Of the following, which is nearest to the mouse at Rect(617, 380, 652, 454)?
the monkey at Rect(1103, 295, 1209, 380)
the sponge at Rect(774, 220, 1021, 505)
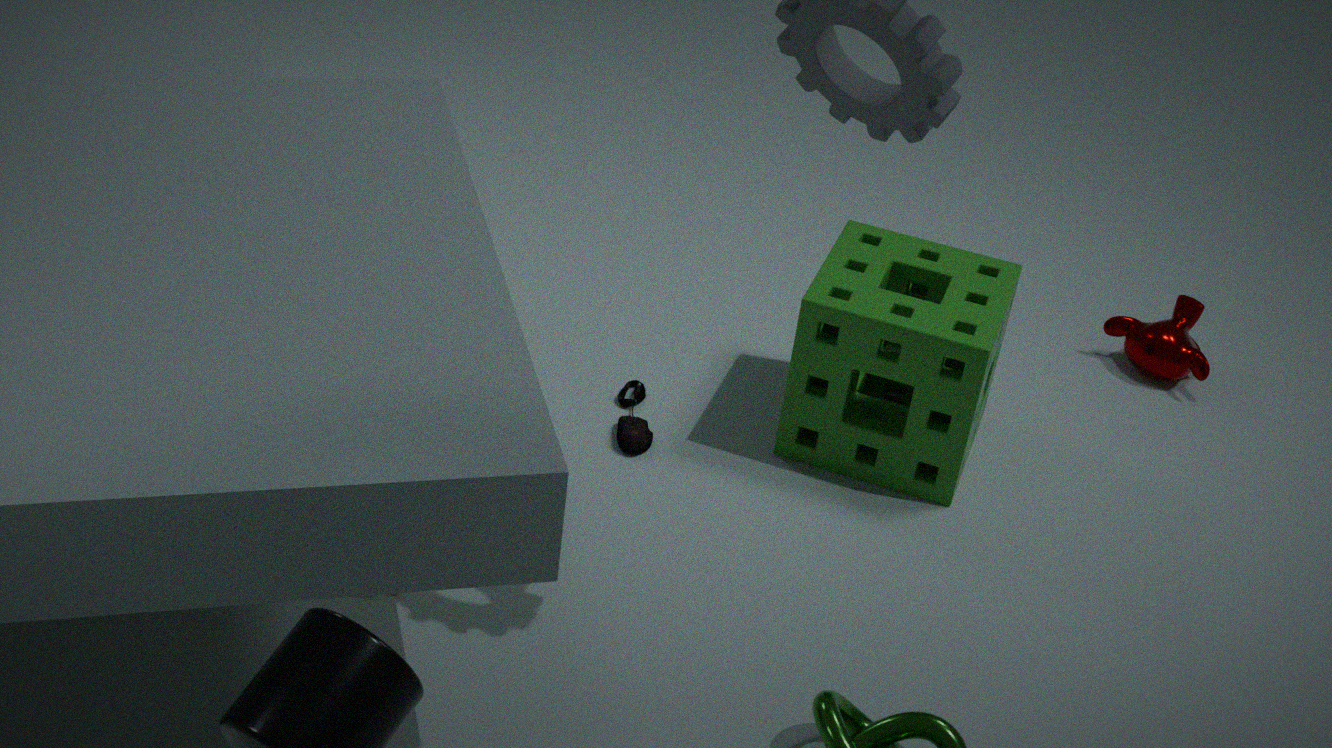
the sponge at Rect(774, 220, 1021, 505)
